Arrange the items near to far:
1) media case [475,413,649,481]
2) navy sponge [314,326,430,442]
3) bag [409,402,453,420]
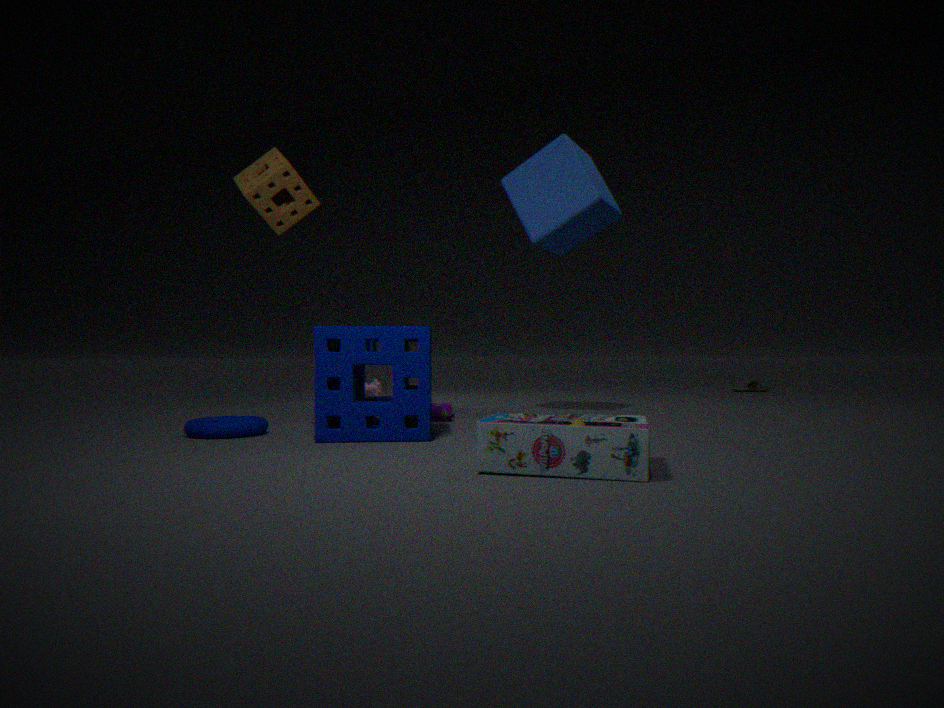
1. media case [475,413,649,481]
2. navy sponge [314,326,430,442]
3. bag [409,402,453,420]
